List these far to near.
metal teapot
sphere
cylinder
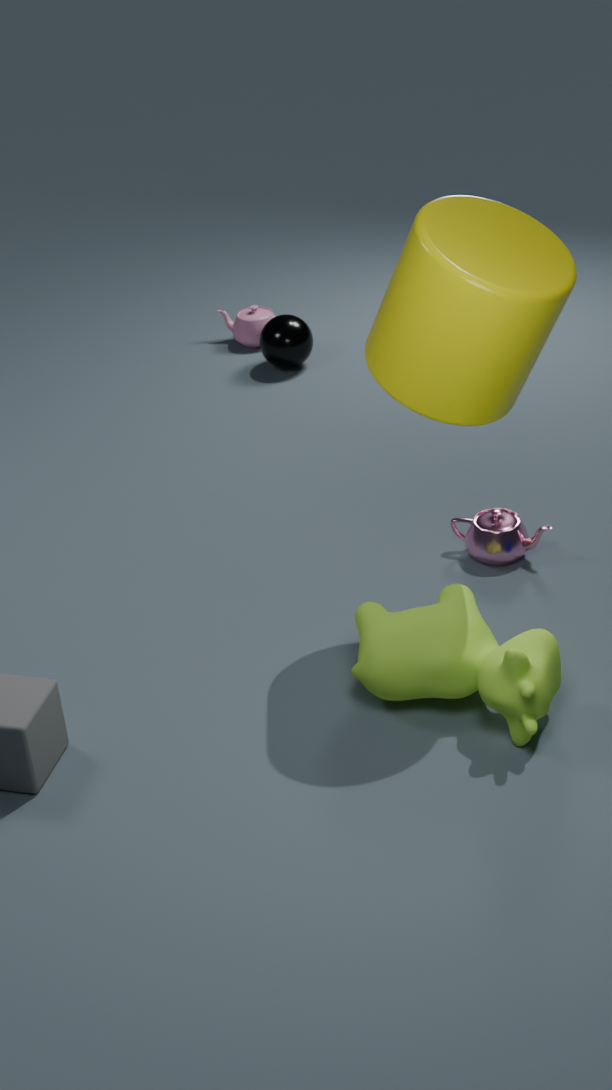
sphere, metal teapot, cylinder
